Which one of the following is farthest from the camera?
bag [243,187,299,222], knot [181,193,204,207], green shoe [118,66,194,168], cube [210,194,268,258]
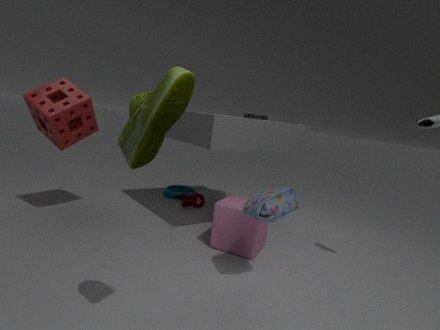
knot [181,193,204,207]
